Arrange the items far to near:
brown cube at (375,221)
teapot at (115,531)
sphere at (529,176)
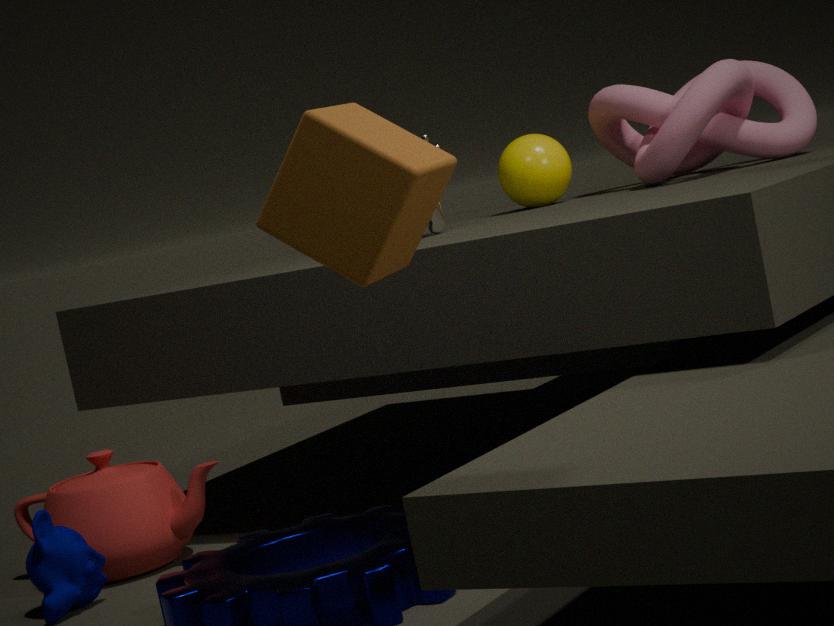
sphere at (529,176), teapot at (115,531), brown cube at (375,221)
